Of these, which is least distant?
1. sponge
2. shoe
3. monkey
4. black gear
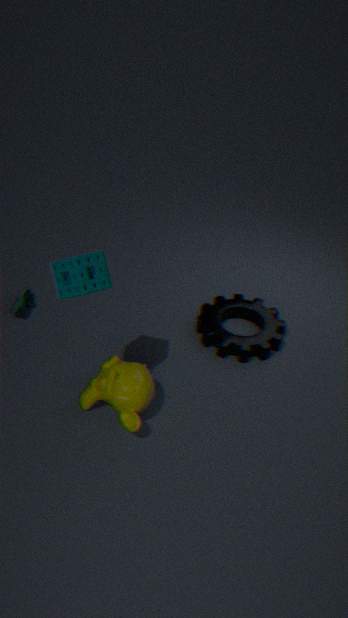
sponge
